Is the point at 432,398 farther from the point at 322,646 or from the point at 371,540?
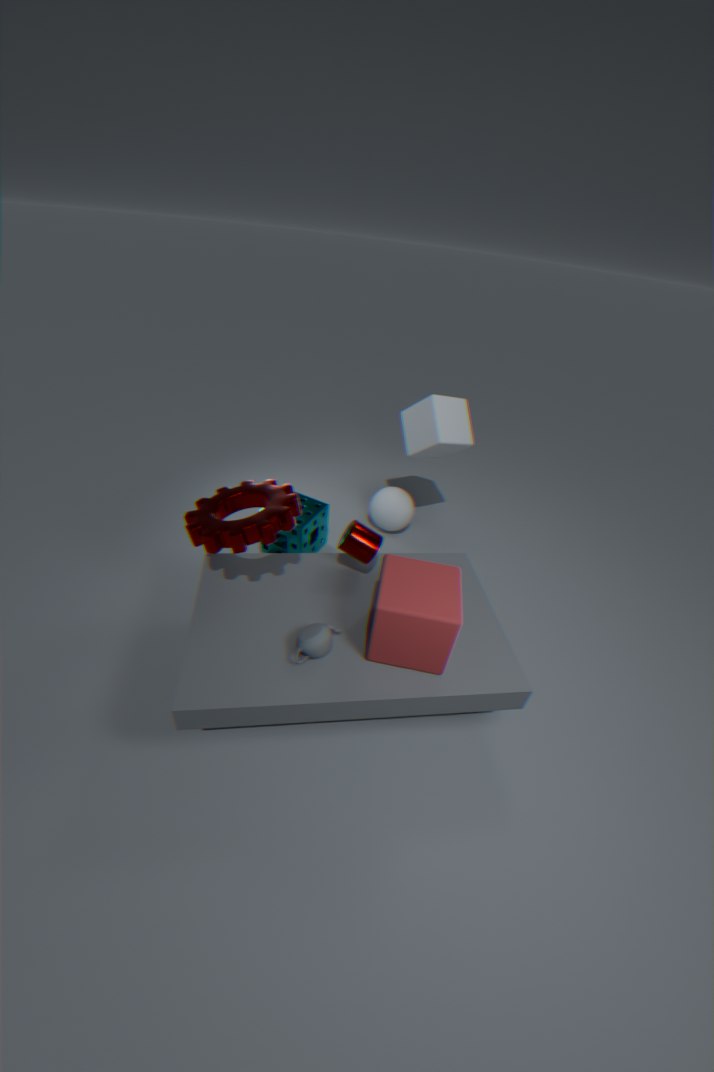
the point at 322,646
